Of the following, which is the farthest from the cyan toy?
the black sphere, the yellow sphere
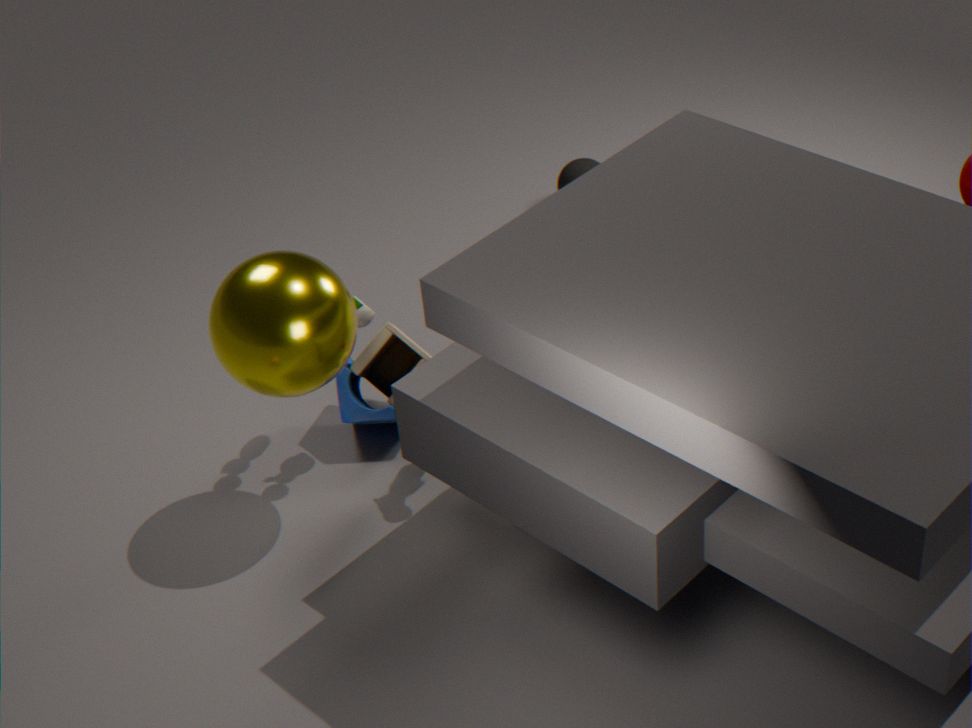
the black sphere
